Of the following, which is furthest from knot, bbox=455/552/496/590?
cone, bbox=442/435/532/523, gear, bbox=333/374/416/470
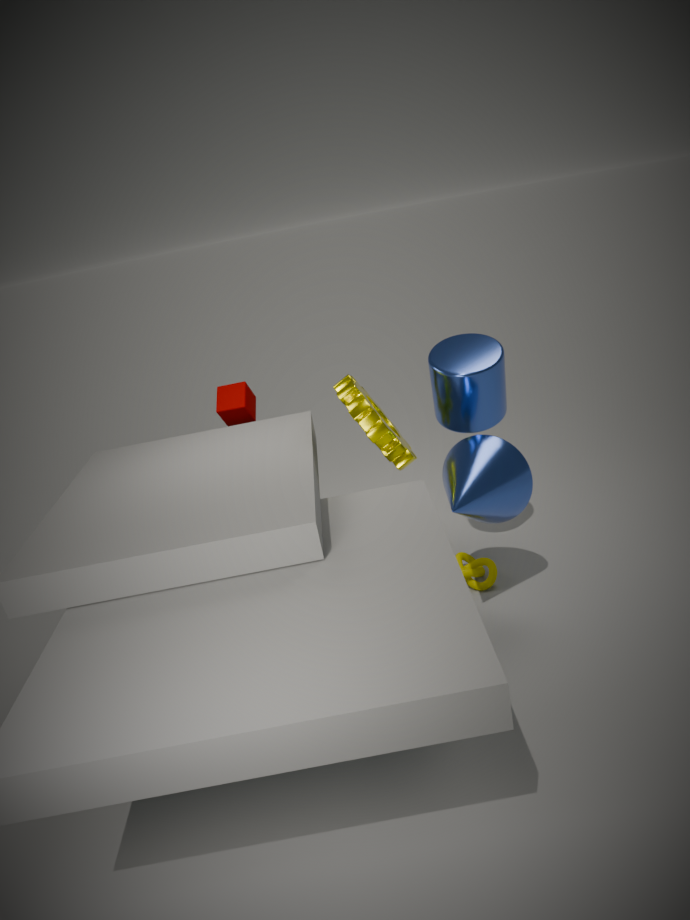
gear, bbox=333/374/416/470
